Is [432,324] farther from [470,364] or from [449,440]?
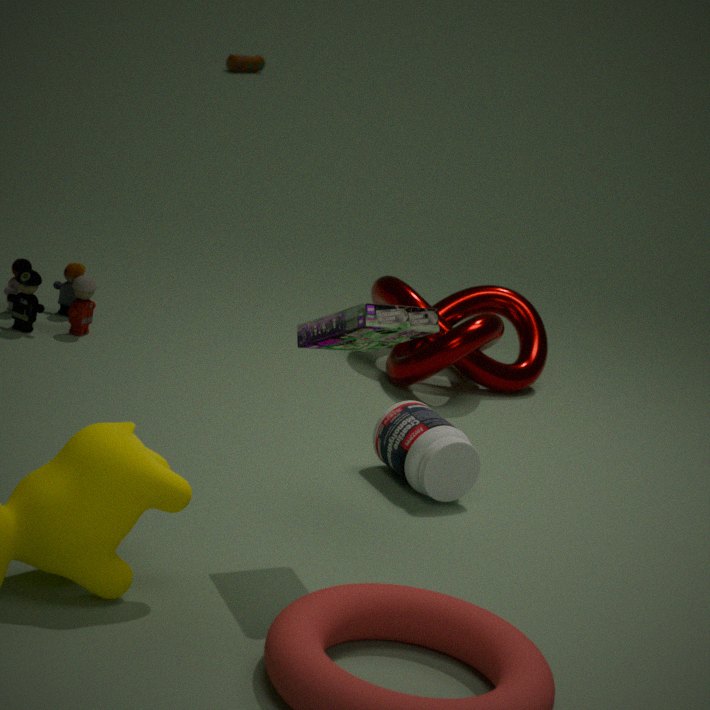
[470,364]
